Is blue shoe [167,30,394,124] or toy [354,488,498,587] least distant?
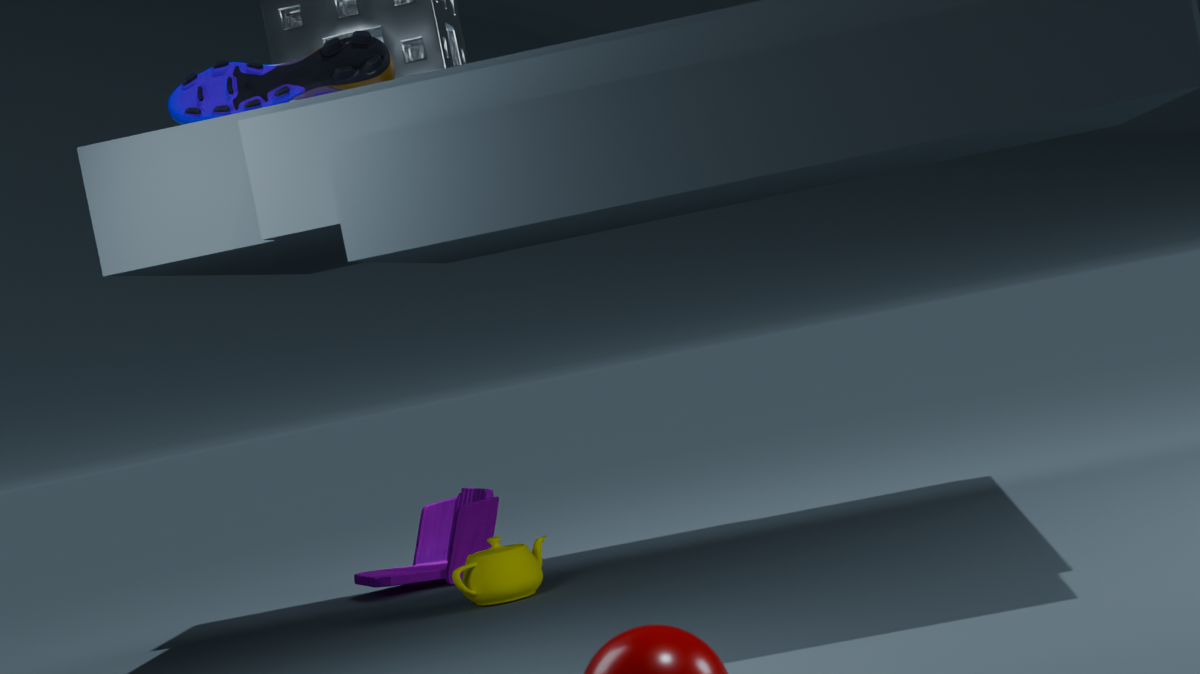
blue shoe [167,30,394,124]
